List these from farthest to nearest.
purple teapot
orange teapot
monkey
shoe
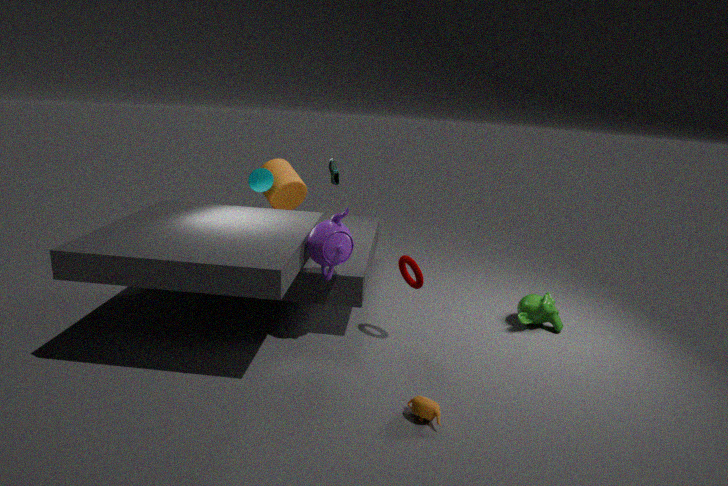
shoe → monkey → purple teapot → orange teapot
